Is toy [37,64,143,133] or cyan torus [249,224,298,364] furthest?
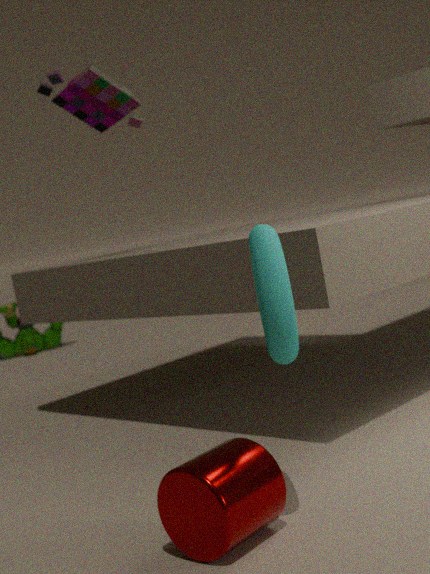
toy [37,64,143,133]
